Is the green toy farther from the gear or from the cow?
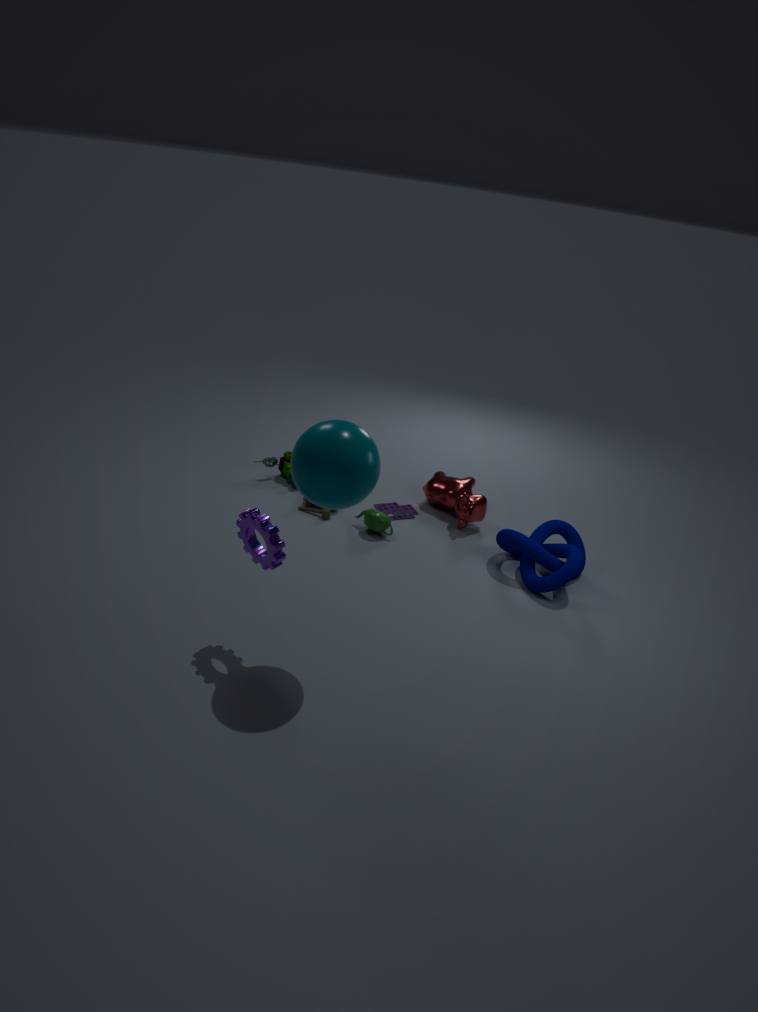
the gear
